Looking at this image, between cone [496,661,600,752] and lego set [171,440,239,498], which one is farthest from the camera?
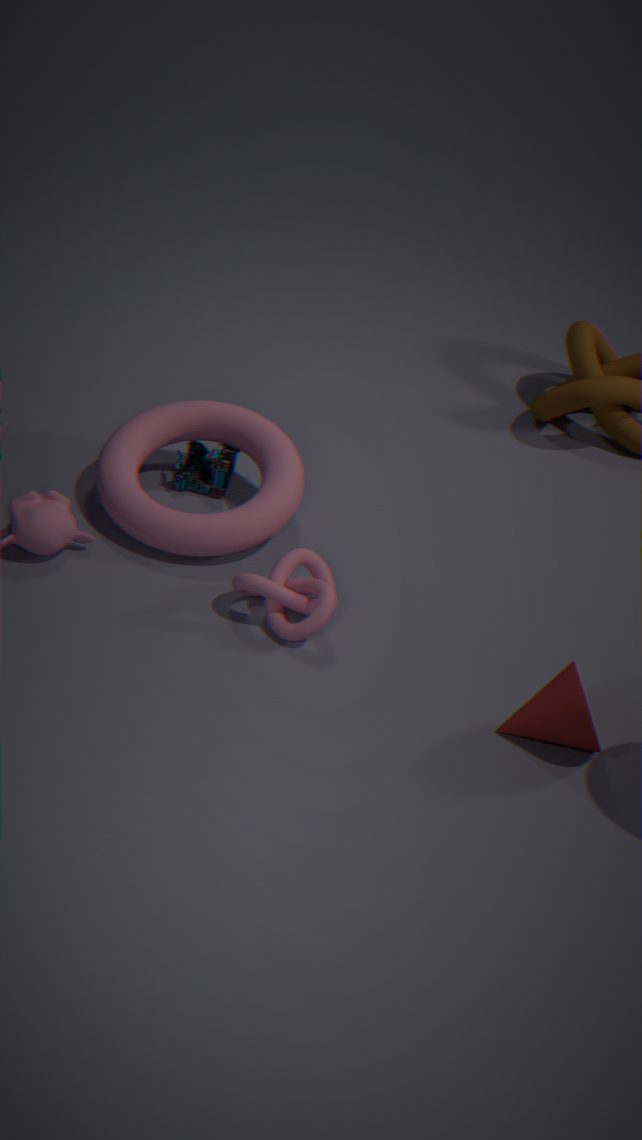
lego set [171,440,239,498]
